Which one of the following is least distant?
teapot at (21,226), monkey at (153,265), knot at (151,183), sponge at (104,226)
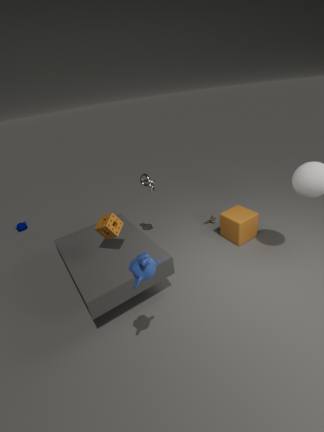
monkey at (153,265)
